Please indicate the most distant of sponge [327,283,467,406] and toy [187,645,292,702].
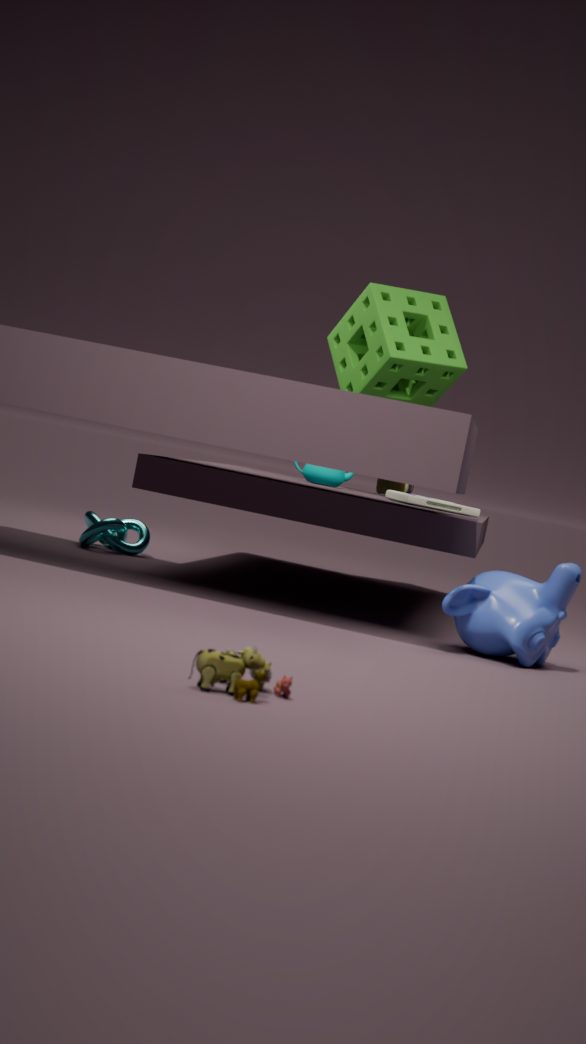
sponge [327,283,467,406]
